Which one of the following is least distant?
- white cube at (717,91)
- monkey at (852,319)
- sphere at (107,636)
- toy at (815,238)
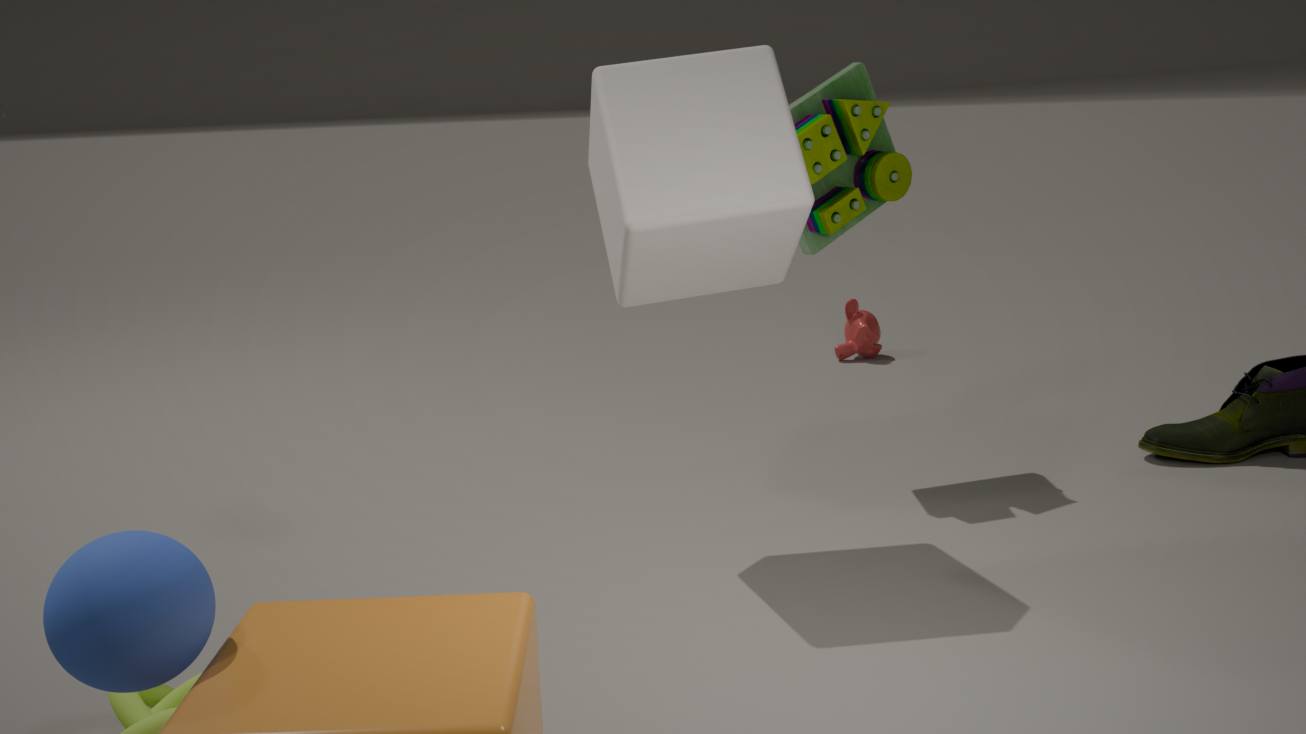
sphere at (107,636)
